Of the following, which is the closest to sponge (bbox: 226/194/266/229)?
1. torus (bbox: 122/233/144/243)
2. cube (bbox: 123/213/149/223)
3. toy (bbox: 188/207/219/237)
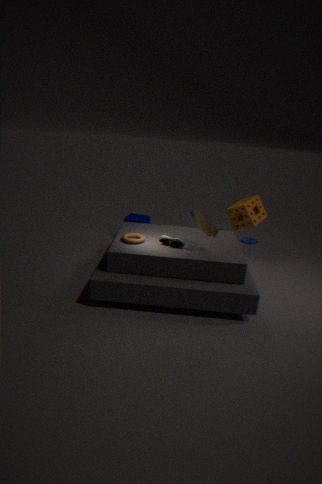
toy (bbox: 188/207/219/237)
